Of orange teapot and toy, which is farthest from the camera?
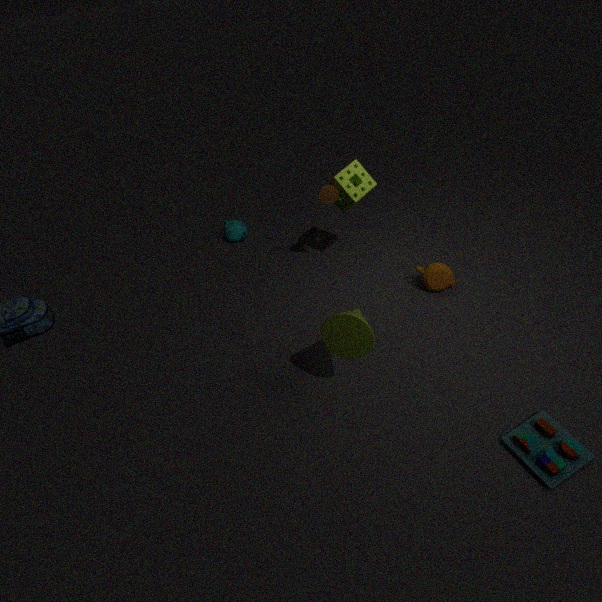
orange teapot
